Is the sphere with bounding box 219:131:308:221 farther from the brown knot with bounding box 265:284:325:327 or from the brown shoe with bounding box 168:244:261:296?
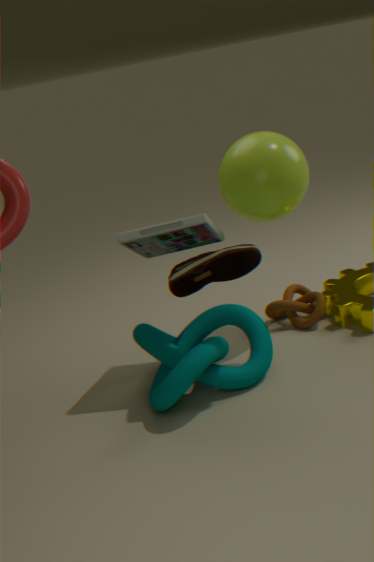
the brown knot with bounding box 265:284:325:327
